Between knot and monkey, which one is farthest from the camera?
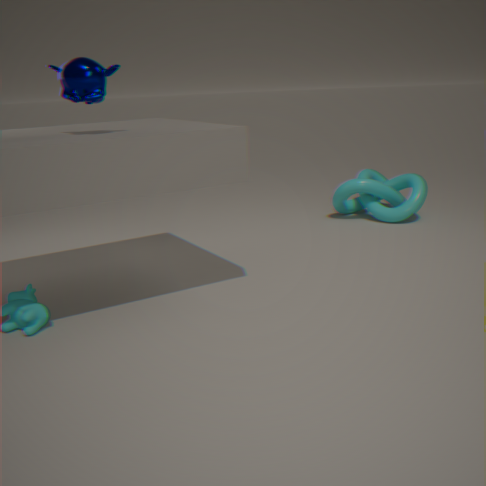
knot
